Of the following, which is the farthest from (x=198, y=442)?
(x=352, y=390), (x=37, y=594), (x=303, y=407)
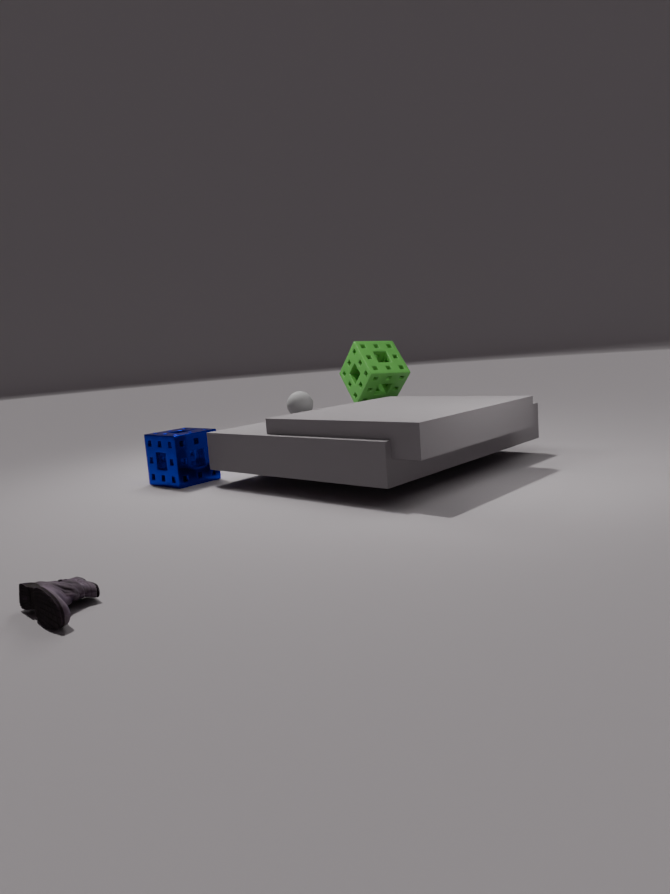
(x=37, y=594)
